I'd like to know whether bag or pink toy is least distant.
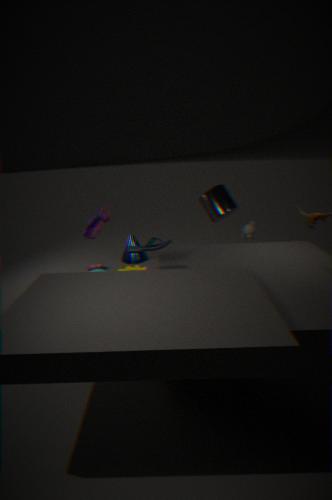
pink toy
